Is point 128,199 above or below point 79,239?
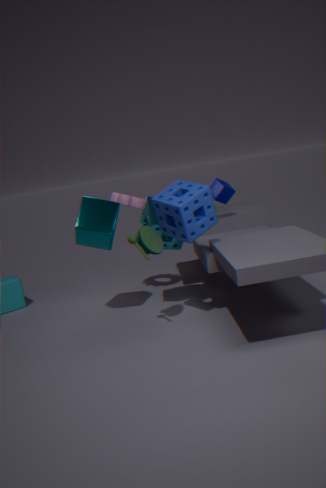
above
